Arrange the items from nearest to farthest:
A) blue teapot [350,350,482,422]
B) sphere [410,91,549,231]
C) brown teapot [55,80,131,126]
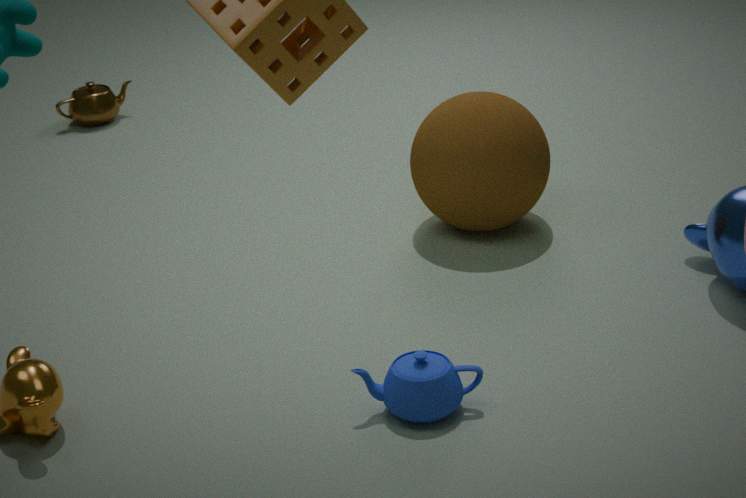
blue teapot [350,350,482,422]
sphere [410,91,549,231]
brown teapot [55,80,131,126]
